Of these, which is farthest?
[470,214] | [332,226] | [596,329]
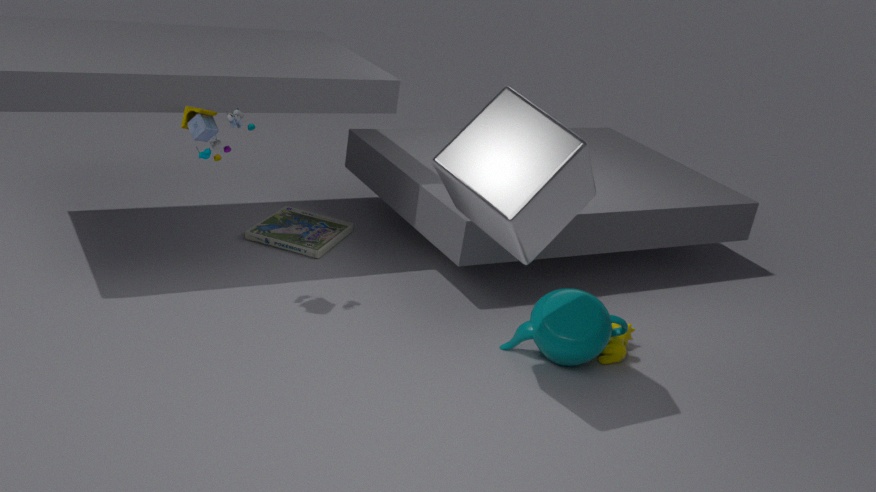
[332,226]
